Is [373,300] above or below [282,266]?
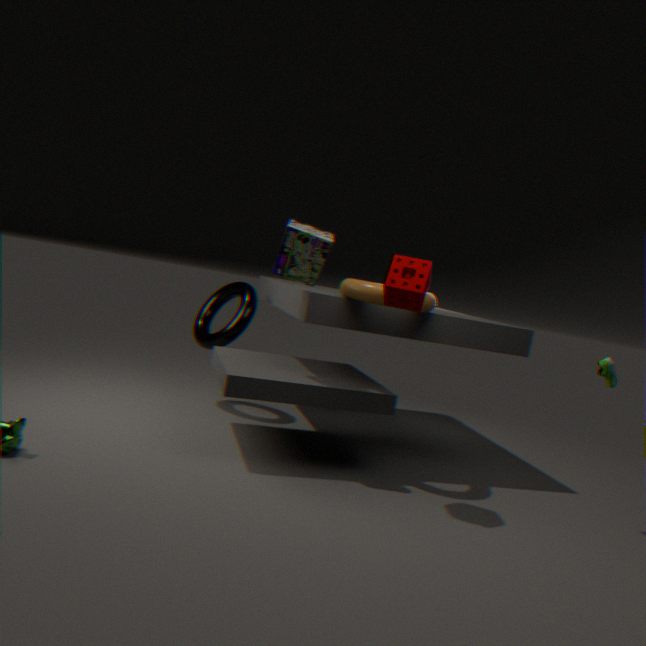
below
